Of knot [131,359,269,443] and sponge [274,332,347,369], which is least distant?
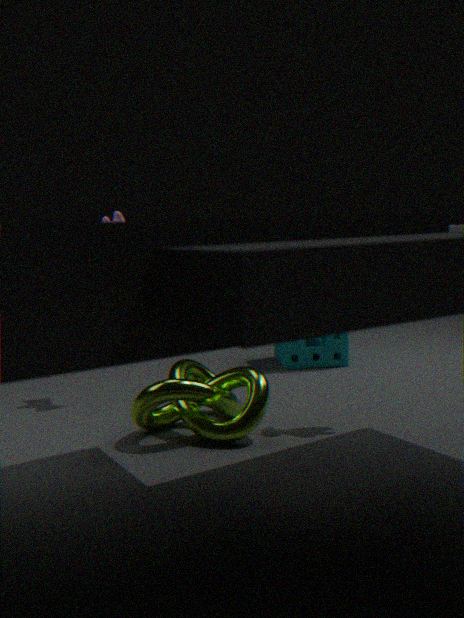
knot [131,359,269,443]
